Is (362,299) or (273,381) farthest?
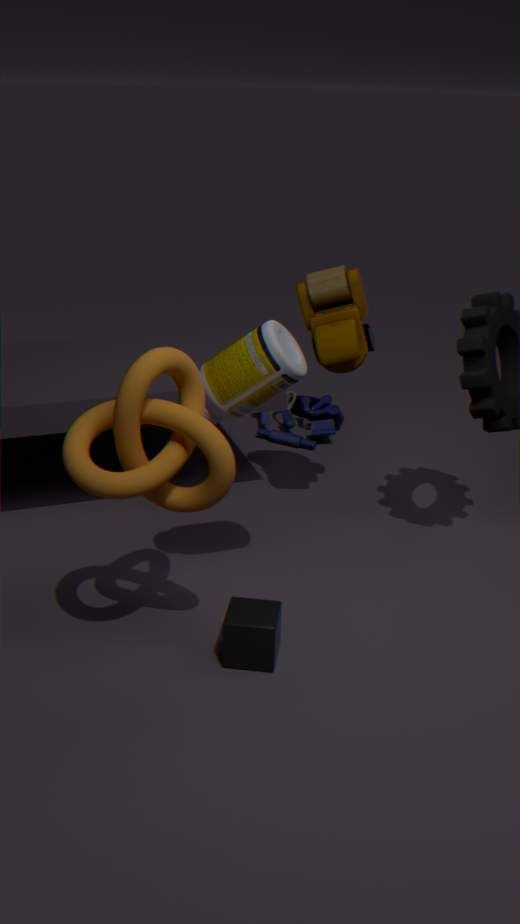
(362,299)
